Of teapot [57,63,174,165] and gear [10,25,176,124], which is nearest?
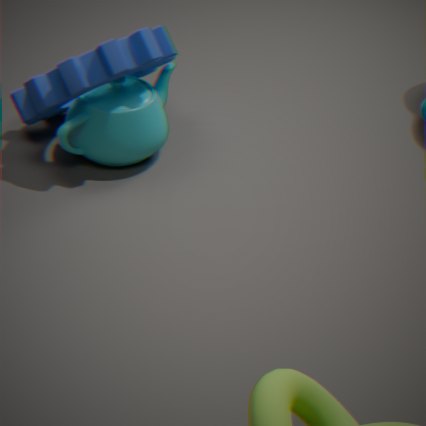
gear [10,25,176,124]
